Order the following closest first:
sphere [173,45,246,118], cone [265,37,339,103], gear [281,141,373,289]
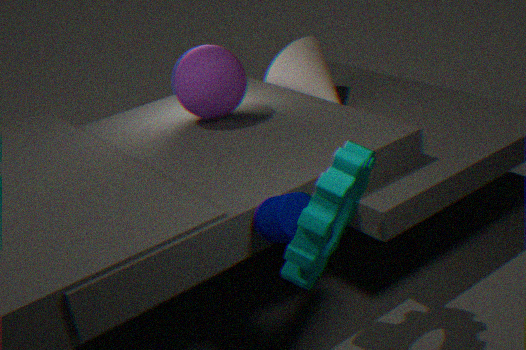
gear [281,141,373,289], sphere [173,45,246,118], cone [265,37,339,103]
